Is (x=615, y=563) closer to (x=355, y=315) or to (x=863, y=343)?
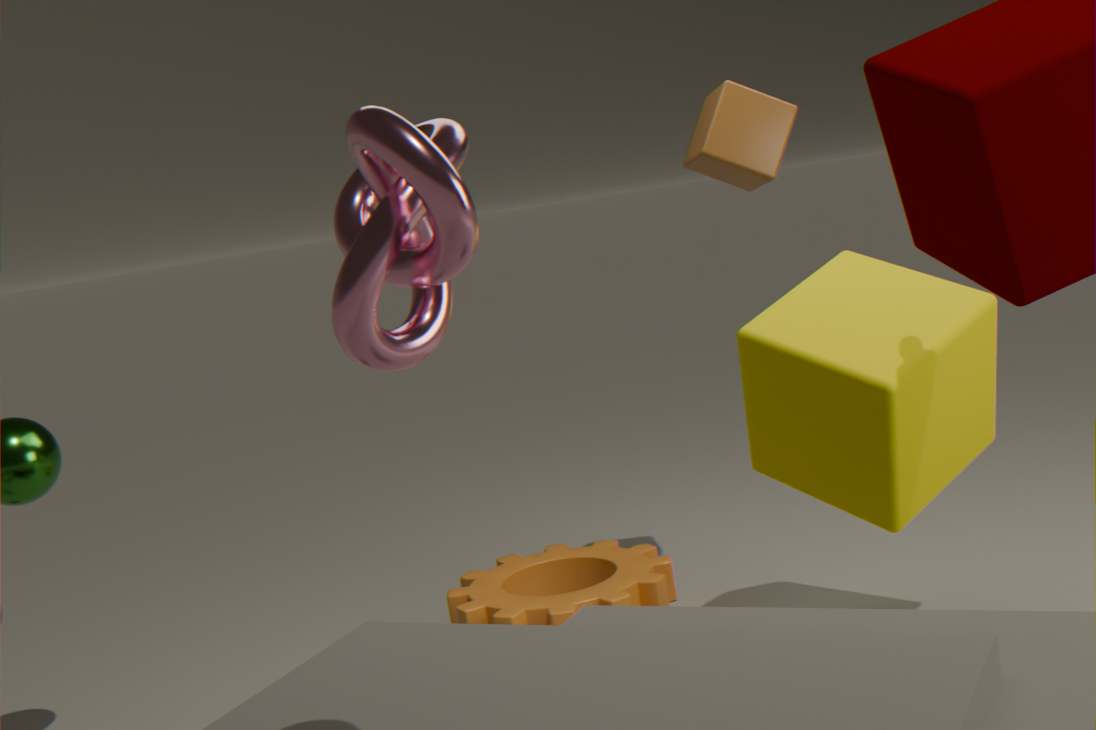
(x=863, y=343)
